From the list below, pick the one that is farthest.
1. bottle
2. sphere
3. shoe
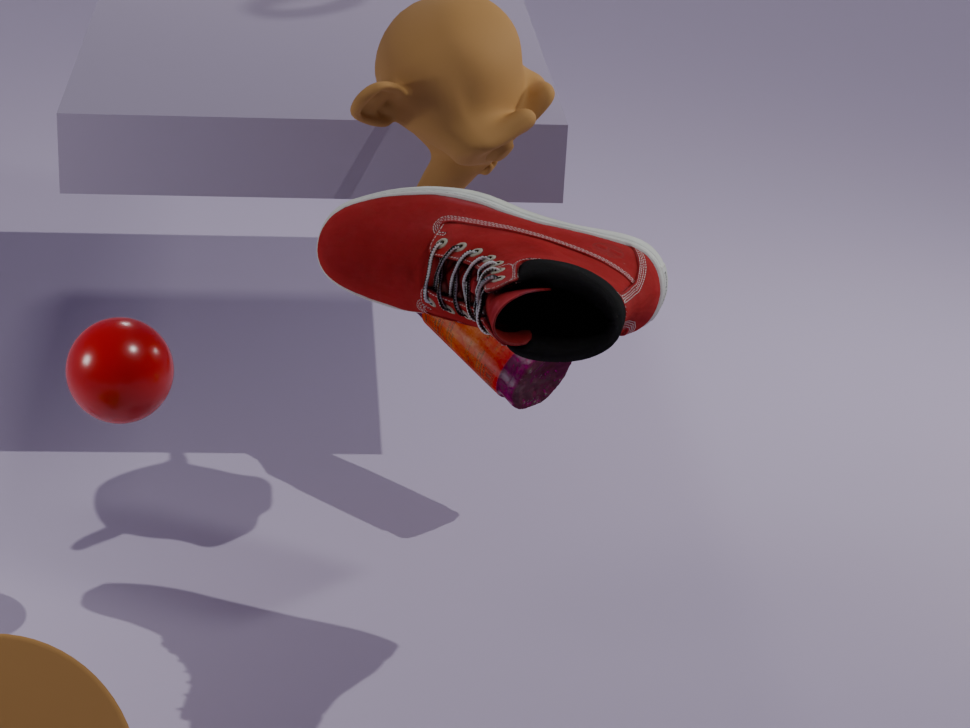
bottle
